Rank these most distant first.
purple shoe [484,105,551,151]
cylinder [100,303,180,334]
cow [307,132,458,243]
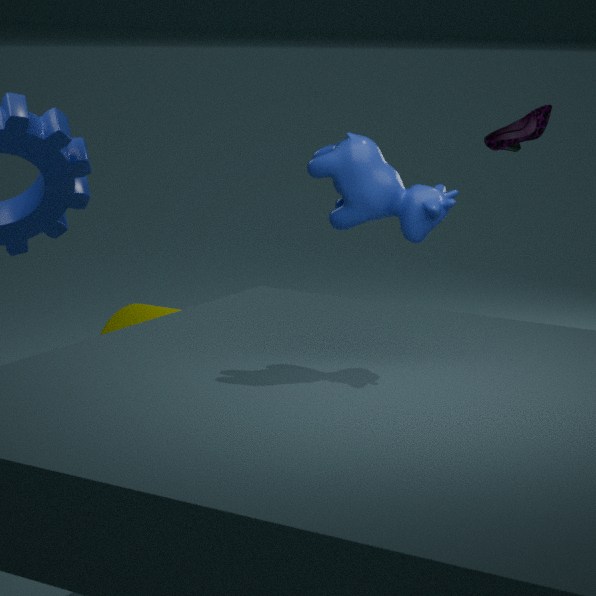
cylinder [100,303,180,334] → purple shoe [484,105,551,151] → cow [307,132,458,243]
